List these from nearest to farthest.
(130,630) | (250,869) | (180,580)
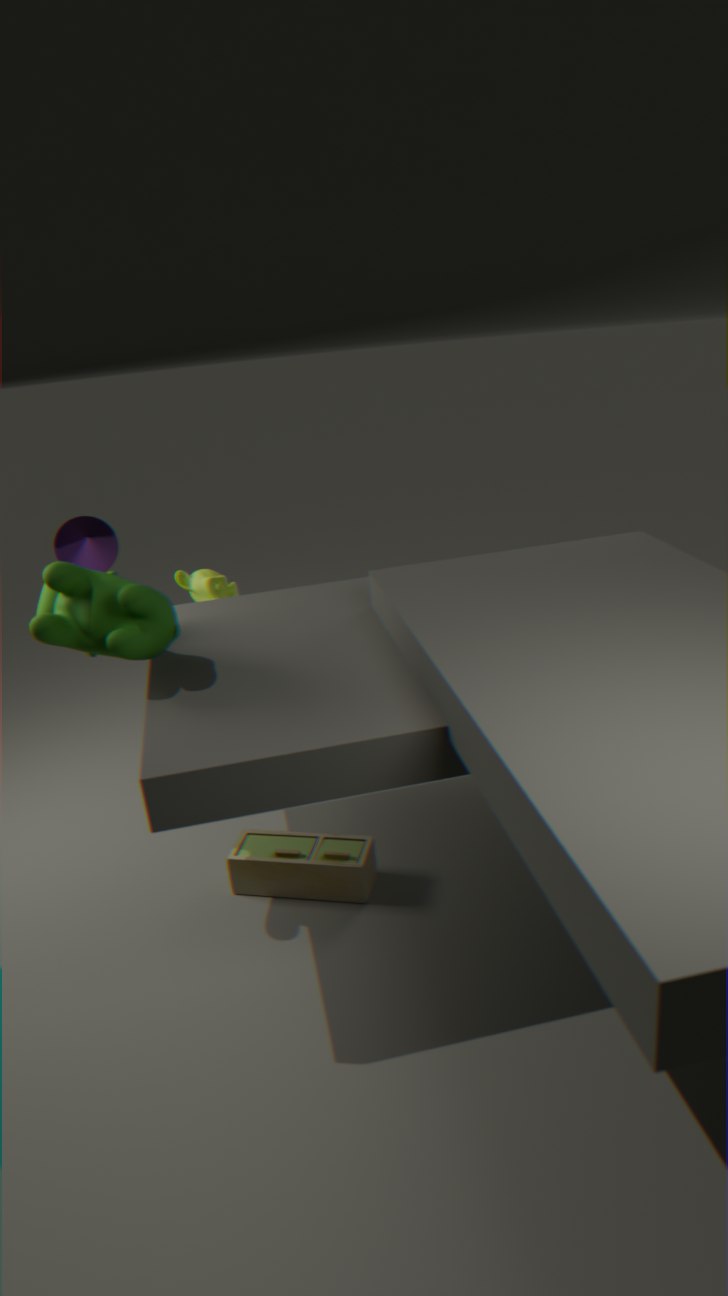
(130,630) → (250,869) → (180,580)
